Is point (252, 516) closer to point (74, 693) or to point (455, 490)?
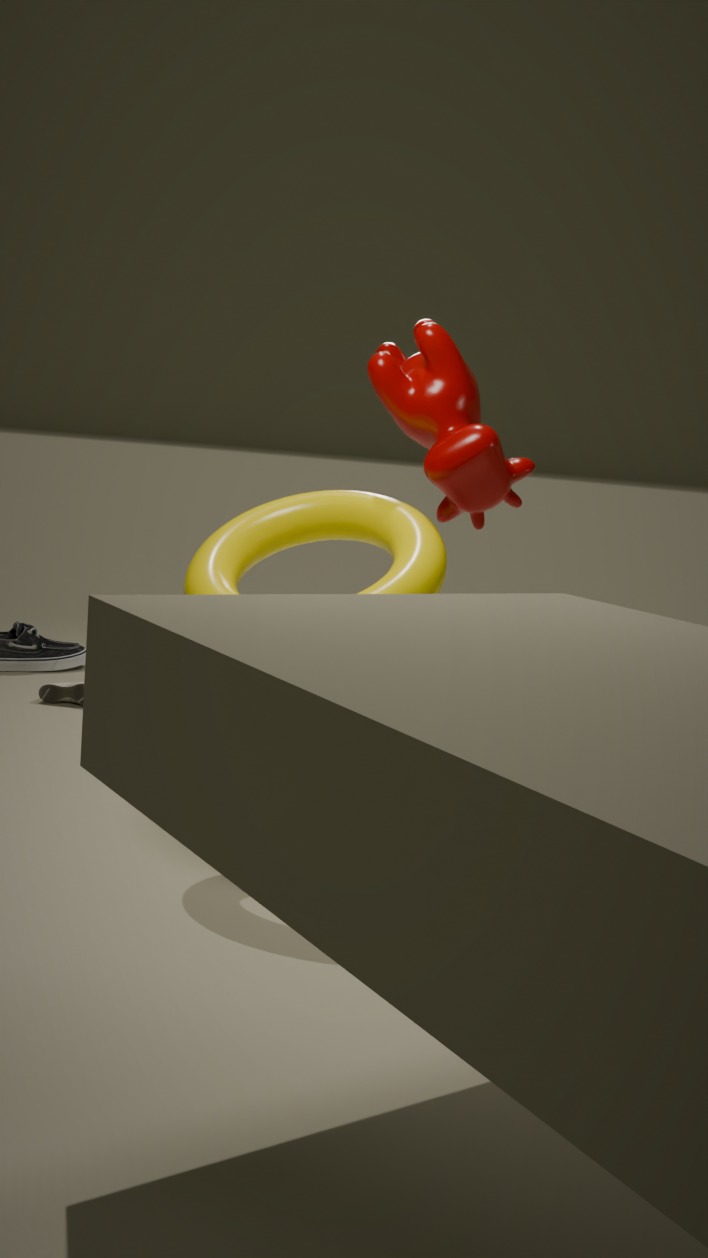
point (455, 490)
